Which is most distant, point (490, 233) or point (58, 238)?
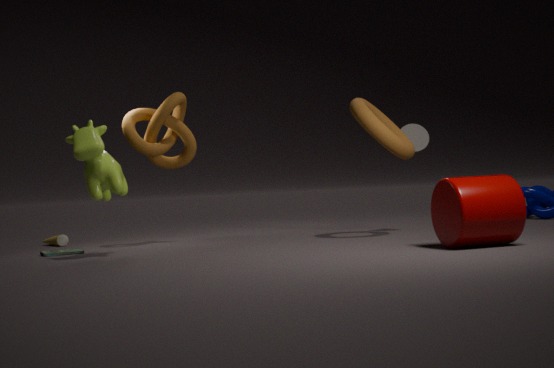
point (58, 238)
